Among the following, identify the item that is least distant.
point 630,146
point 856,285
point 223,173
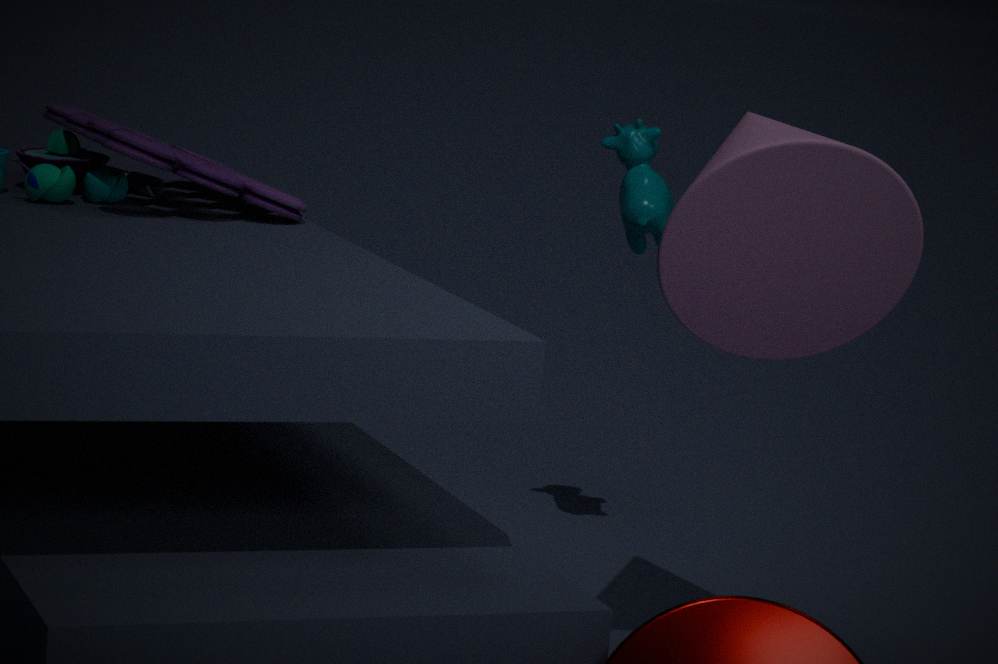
point 856,285
